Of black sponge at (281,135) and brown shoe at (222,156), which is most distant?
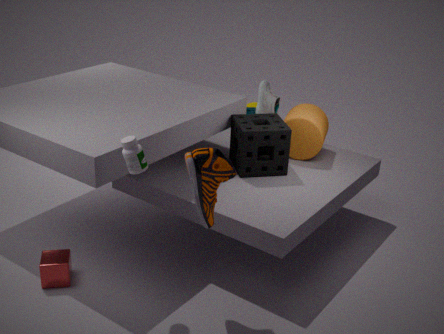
black sponge at (281,135)
